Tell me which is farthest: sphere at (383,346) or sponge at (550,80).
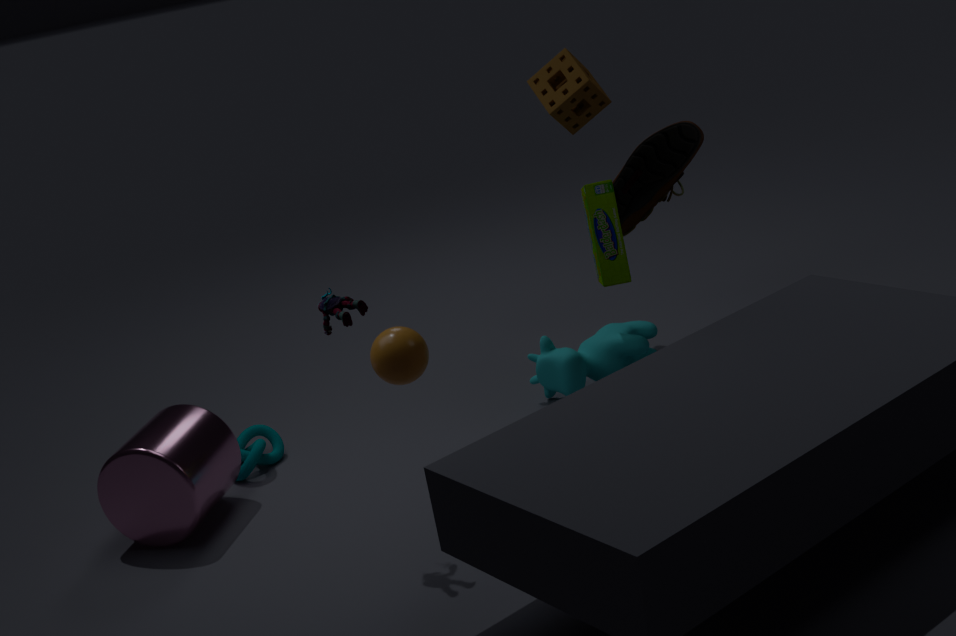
sponge at (550,80)
